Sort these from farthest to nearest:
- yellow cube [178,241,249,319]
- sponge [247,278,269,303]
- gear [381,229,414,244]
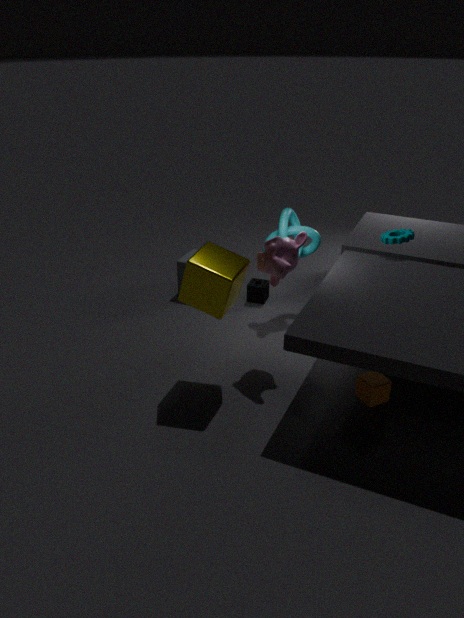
sponge [247,278,269,303]
gear [381,229,414,244]
yellow cube [178,241,249,319]
